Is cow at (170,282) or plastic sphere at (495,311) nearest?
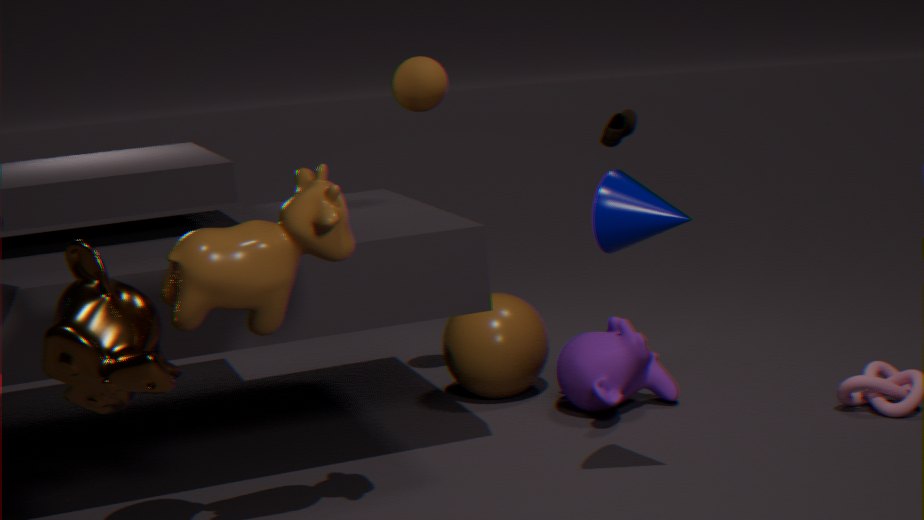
cow at (170,282)
